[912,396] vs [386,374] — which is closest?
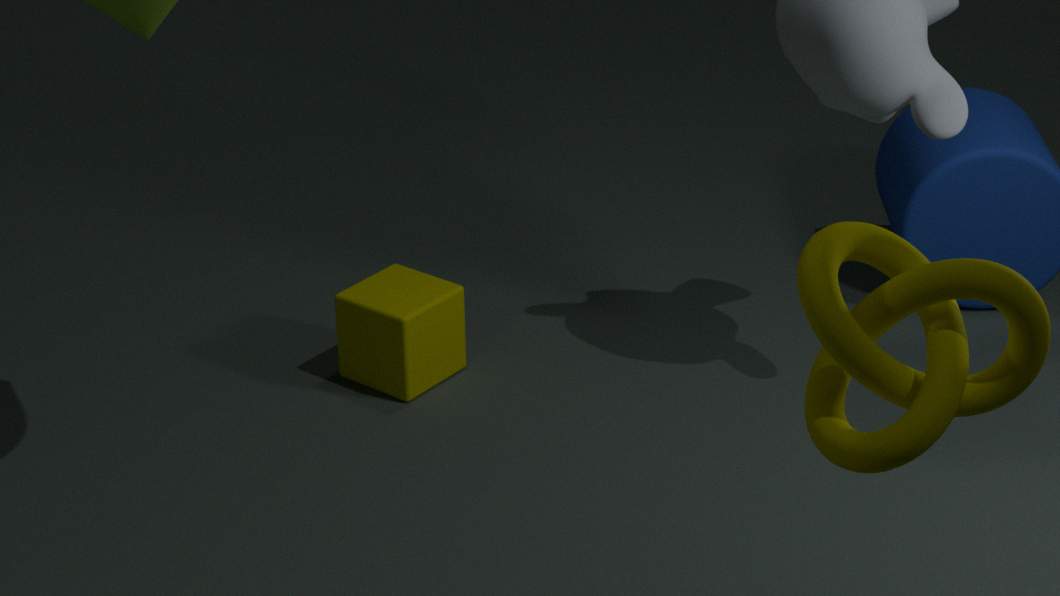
[912,396]
